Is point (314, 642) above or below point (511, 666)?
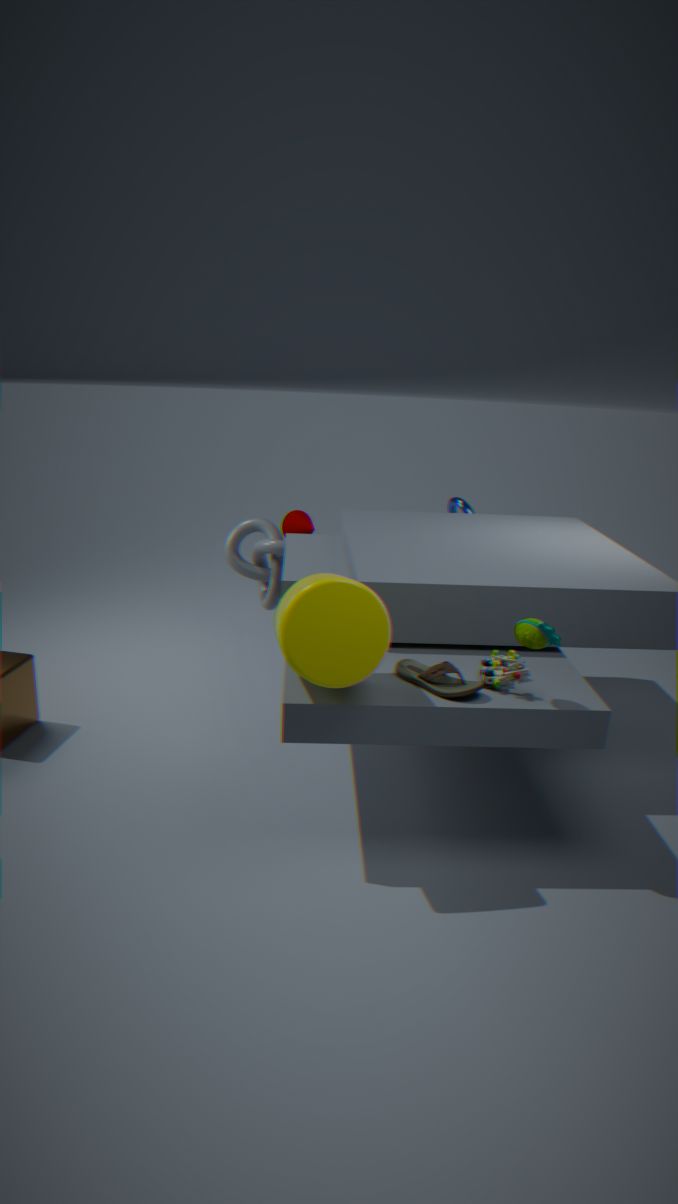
above
